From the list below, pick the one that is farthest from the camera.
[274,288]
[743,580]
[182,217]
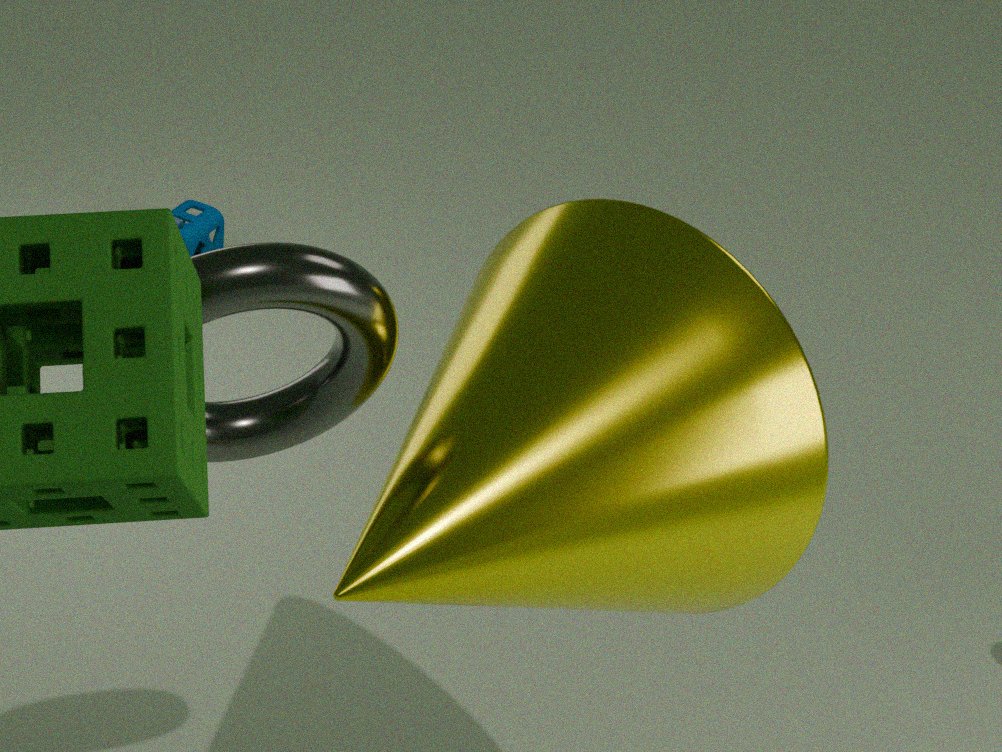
[182,217]
